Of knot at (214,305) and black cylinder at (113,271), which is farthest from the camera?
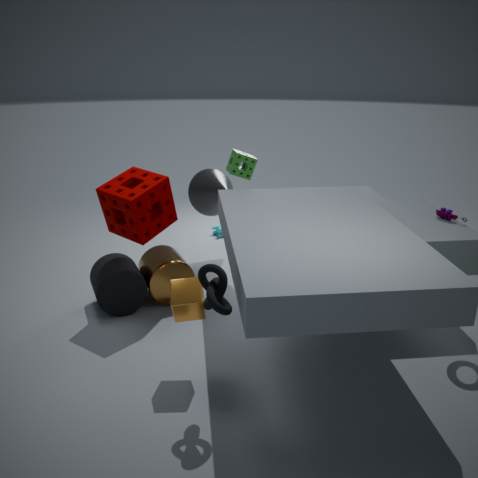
black cylinder at (113,271)
